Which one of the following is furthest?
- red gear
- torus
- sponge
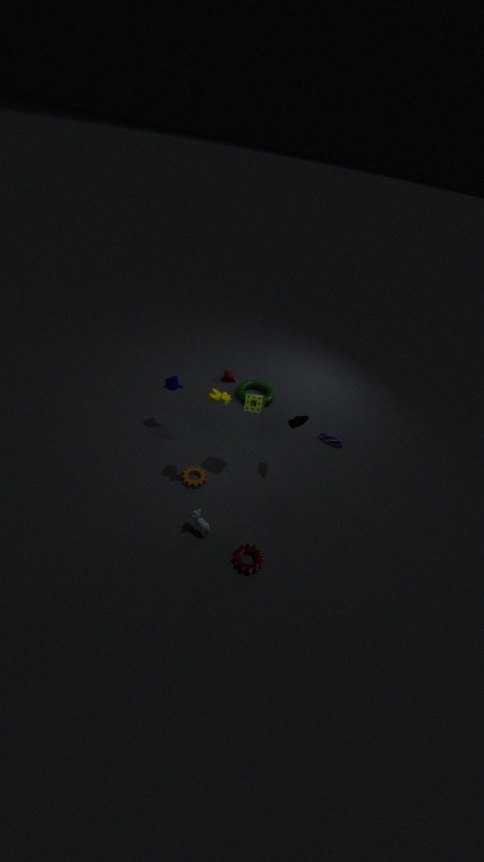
torus
